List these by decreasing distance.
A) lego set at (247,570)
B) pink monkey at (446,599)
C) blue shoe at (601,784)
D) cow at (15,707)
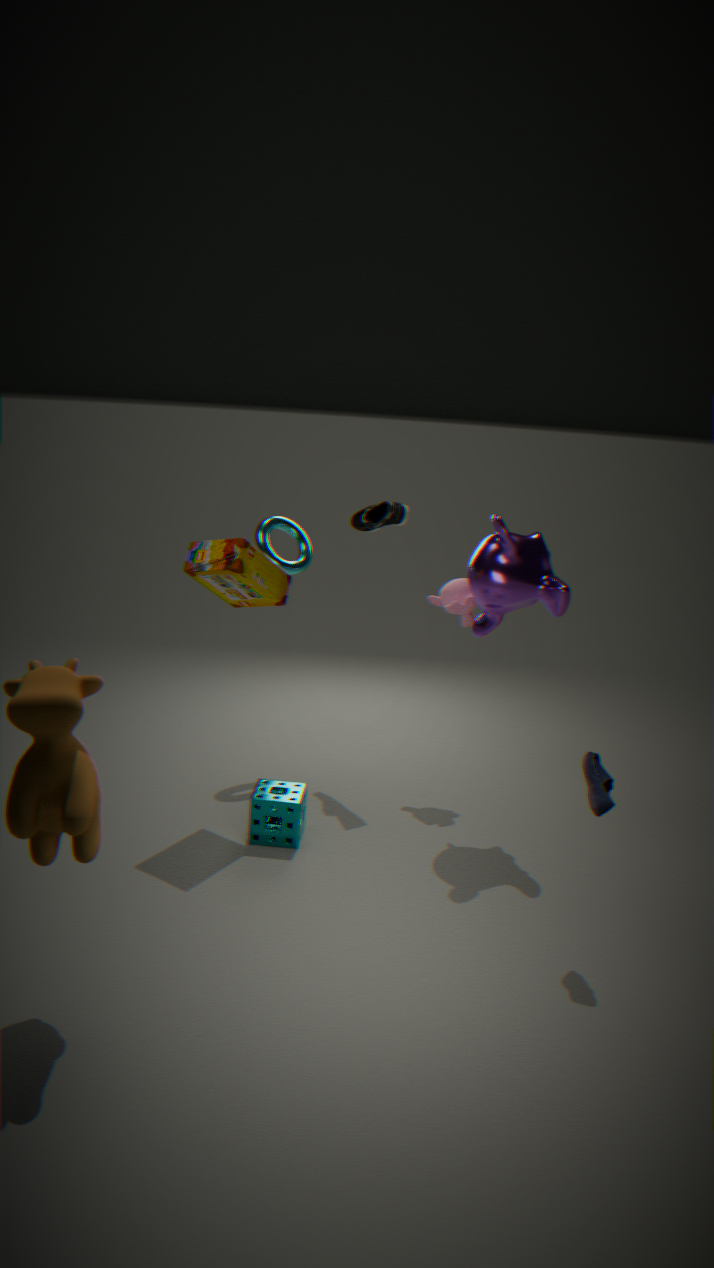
pink monkey at (446,599) < lego set at (247,570) < blue shoe at (601,784) < cow at (15,707)
